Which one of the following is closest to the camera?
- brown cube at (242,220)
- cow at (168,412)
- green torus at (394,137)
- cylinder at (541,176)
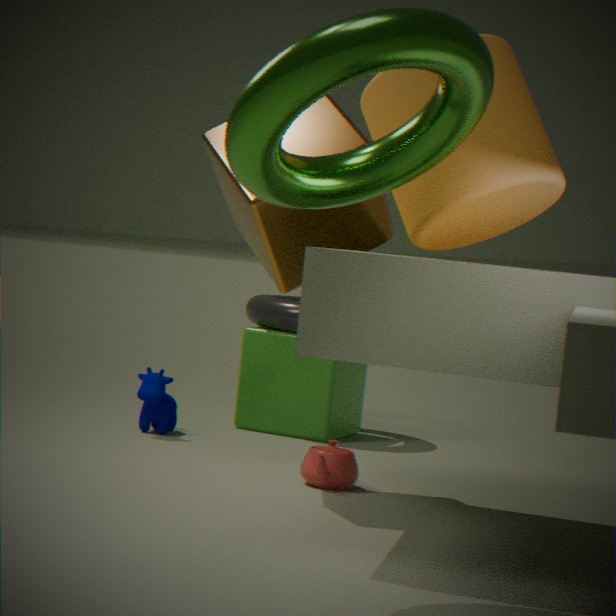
green torus at (394,137)
